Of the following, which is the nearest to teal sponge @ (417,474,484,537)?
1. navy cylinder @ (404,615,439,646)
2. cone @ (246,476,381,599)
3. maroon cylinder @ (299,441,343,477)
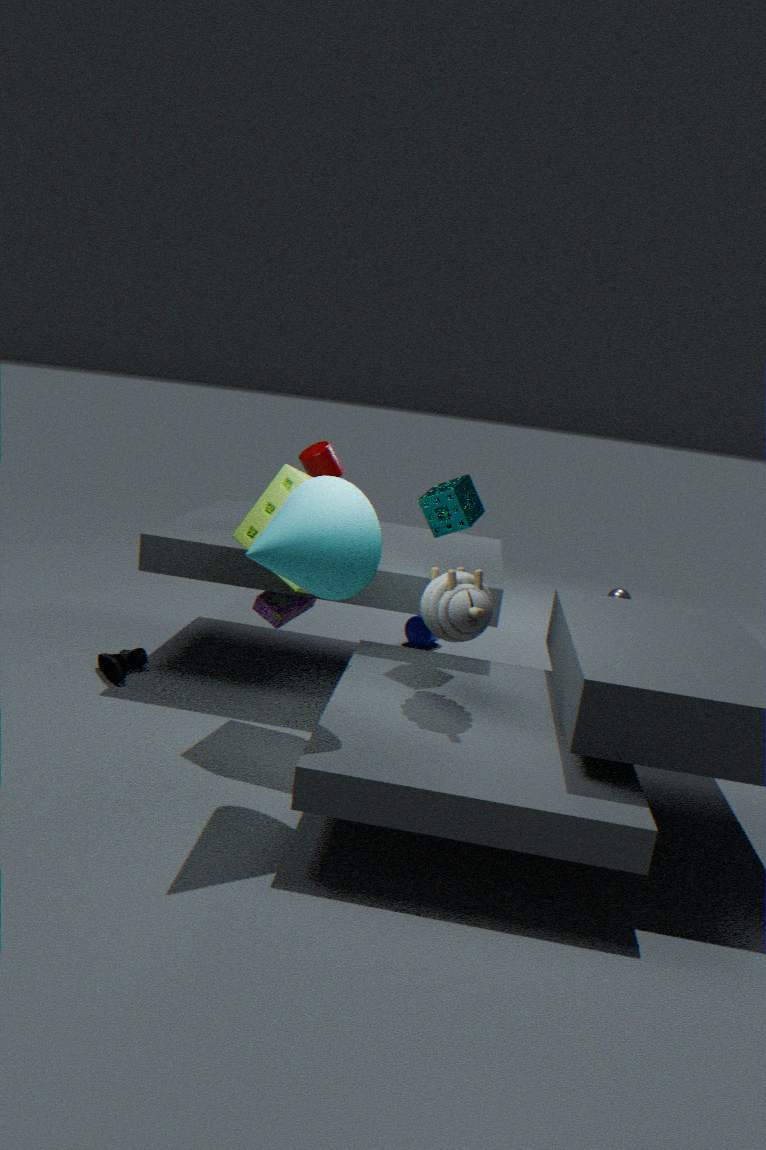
cone @ (246,476,381,599)
